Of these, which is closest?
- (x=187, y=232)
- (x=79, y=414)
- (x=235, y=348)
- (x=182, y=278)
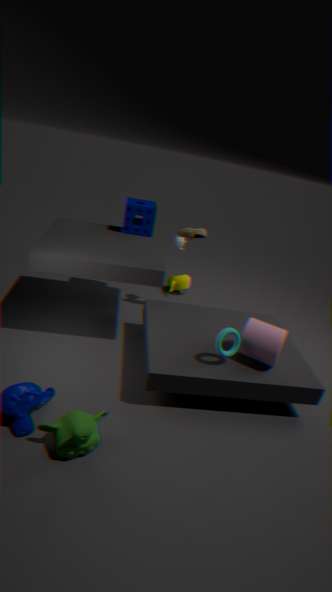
(x=79, y=414)
